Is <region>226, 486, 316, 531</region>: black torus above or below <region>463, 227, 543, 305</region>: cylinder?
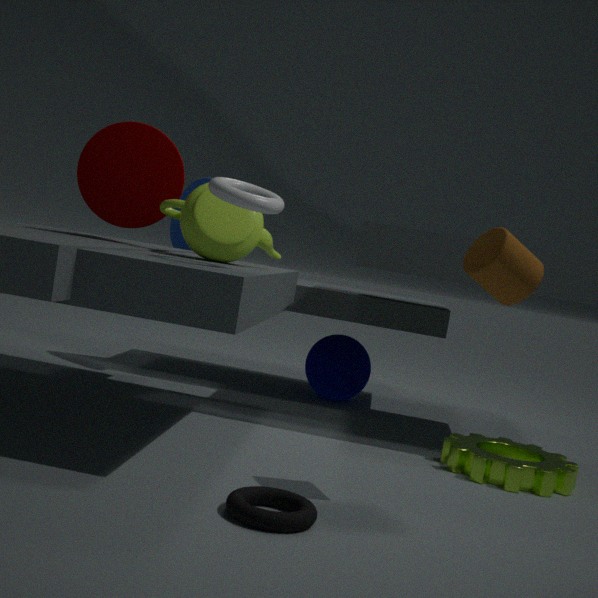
below
